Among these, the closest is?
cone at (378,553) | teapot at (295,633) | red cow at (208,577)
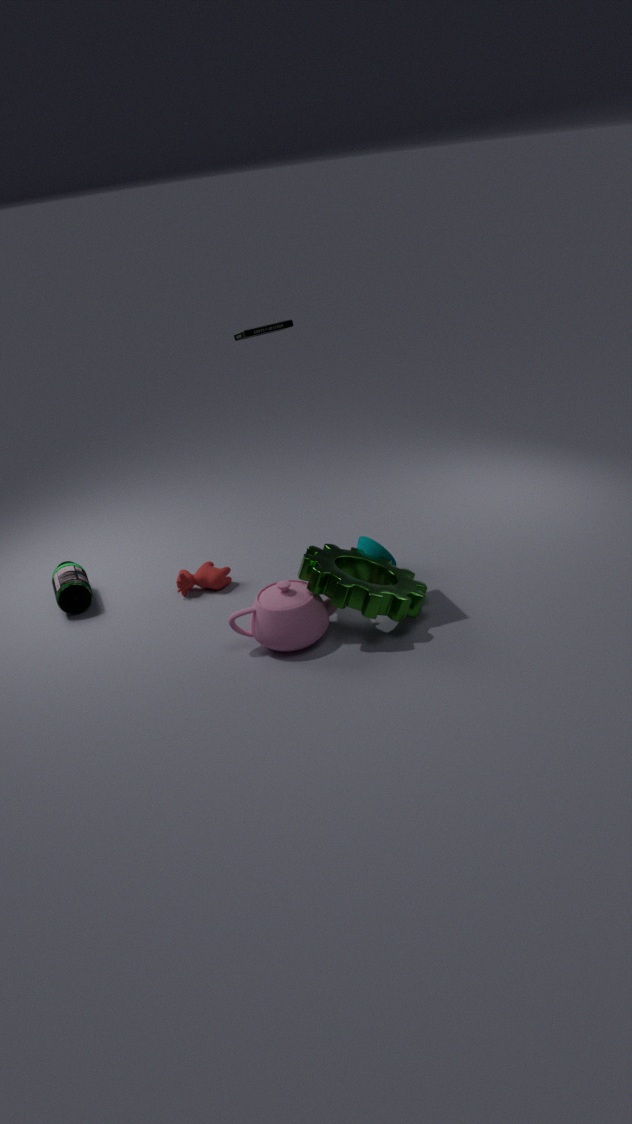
teapot at (295,633)
